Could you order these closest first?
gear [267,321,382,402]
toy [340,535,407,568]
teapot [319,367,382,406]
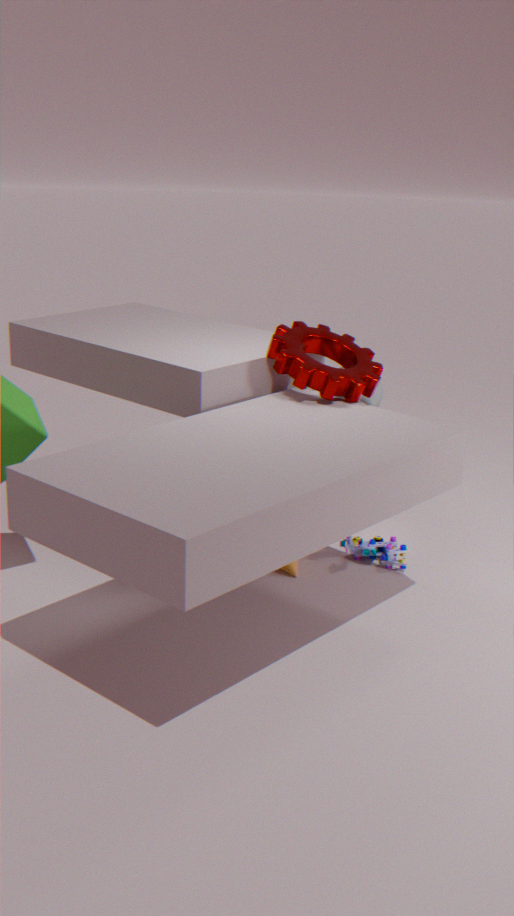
gear [267,321,382,402]
toy [340,535,407,568]
teapot [319,367,382,406]
